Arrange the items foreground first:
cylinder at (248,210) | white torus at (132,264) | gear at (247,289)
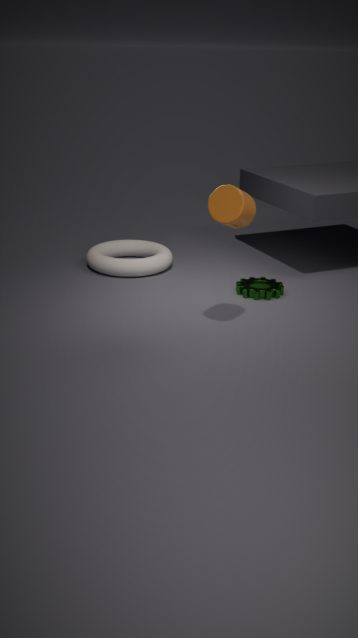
cylinder at (248,210) < gear at (247,289) < white torus at (132,264)
